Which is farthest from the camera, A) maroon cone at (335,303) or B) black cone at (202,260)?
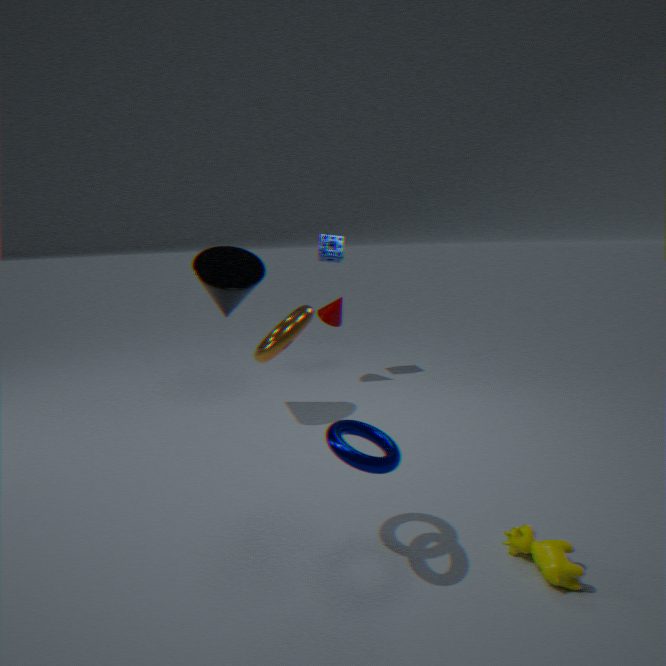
A. maroon cone at (335,303)
